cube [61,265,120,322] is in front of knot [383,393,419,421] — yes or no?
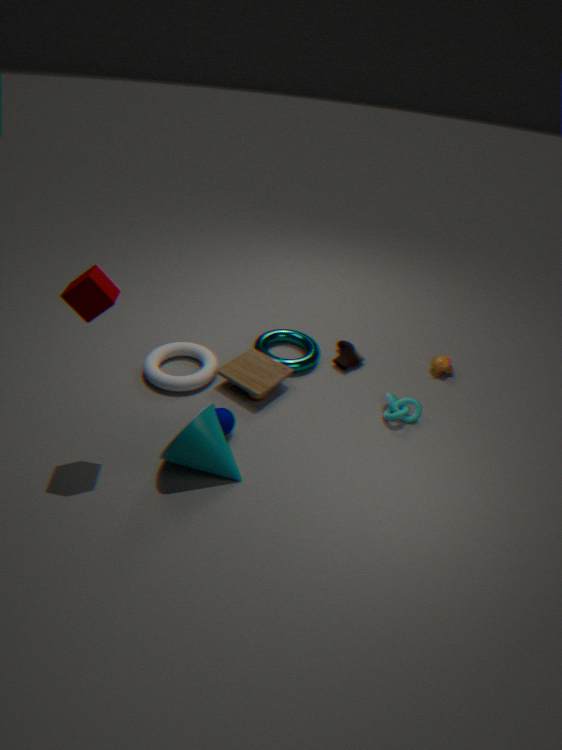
Yes
